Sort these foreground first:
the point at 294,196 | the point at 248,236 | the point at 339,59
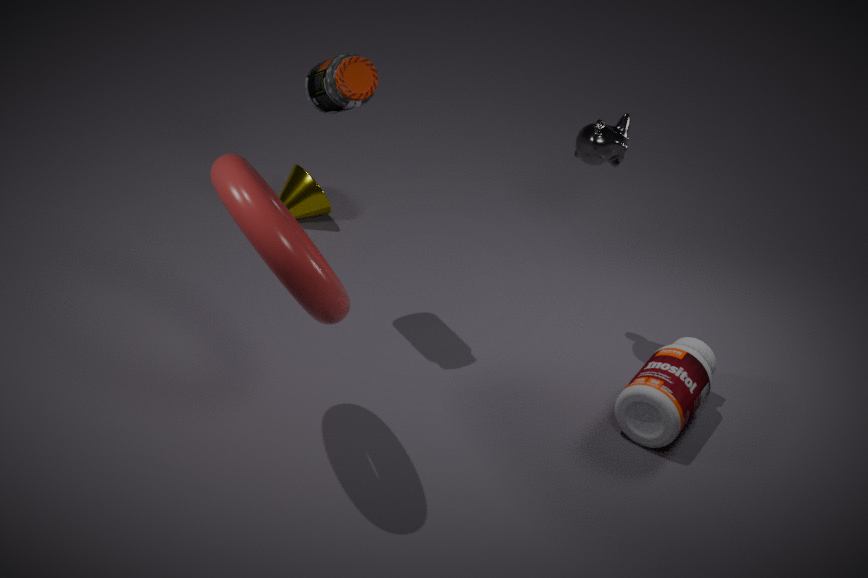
the point at 248,236 → the point at 339,59 → the point at 294,196
